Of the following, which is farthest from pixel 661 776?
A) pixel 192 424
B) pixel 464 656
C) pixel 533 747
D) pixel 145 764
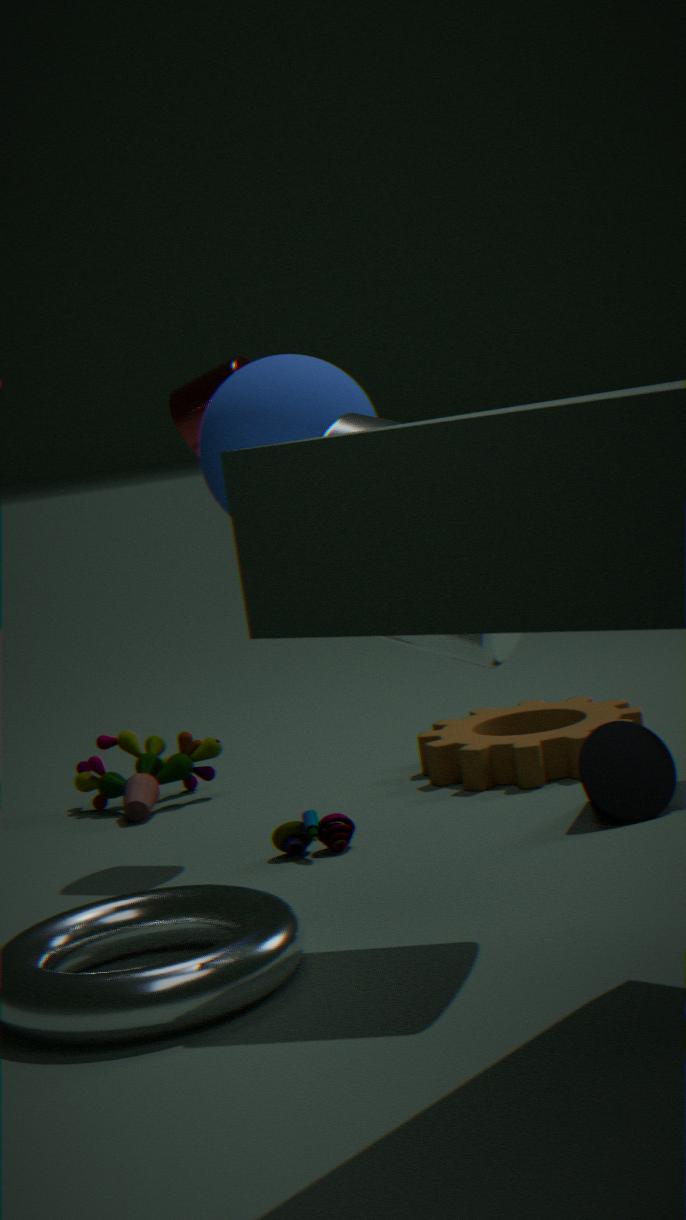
pixel 145 764
